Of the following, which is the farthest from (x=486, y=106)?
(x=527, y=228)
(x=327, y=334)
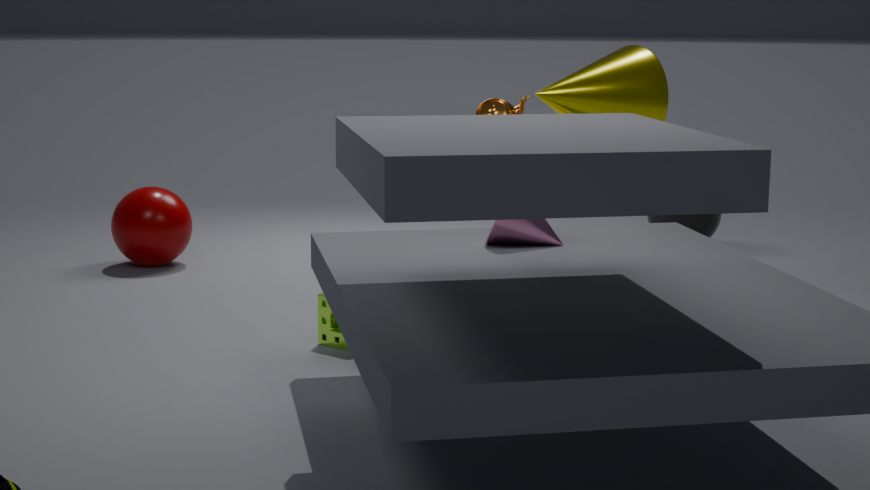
(x=327, y=334)
